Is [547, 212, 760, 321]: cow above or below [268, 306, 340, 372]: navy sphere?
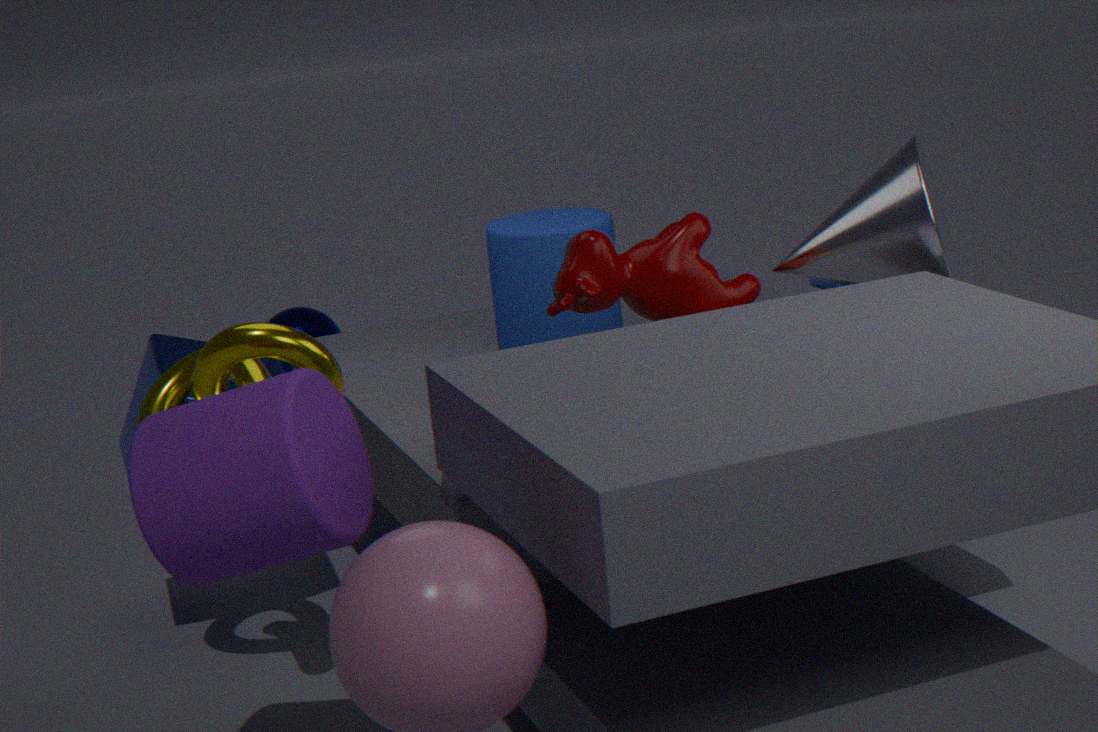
above
